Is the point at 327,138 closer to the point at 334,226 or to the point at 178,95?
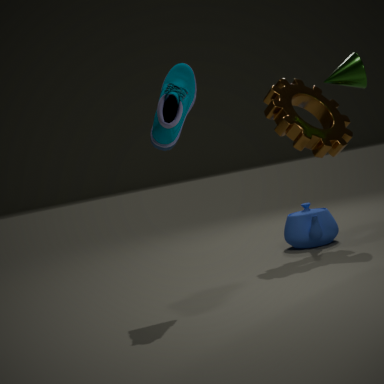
the point at 334,226
